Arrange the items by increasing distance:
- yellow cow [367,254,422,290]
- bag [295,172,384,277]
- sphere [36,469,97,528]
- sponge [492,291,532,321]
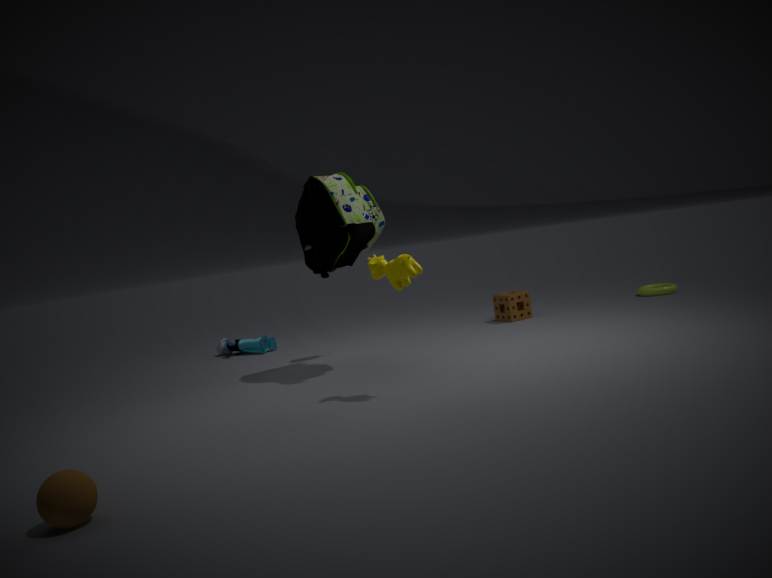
1. sphere [36,469,97,528]
2. yellow cow [367,254,422,290]
3. bag [295,172,384,277]
4. sponge [492,291,532,321]
